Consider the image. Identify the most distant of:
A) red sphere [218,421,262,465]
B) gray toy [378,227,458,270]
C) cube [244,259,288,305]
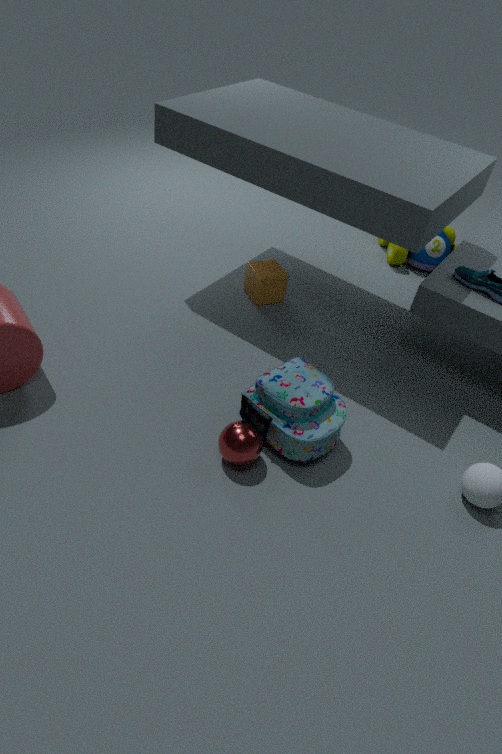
gray toy [378,227,458,270]
